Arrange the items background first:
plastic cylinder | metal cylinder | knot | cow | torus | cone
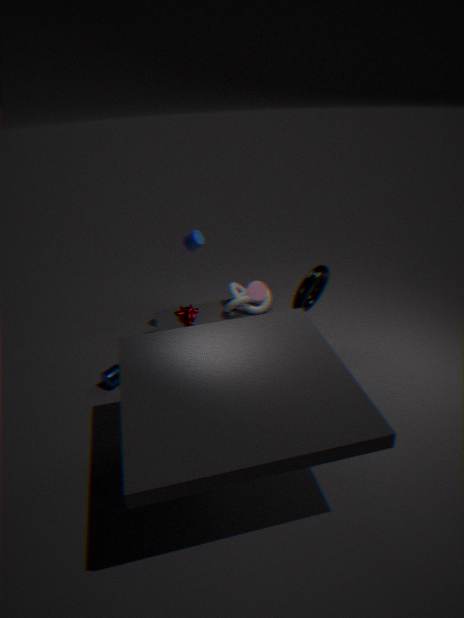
1. knot
2. plastic cylinder
3. cone
4. metal cylinder
5. cow
6. torus
